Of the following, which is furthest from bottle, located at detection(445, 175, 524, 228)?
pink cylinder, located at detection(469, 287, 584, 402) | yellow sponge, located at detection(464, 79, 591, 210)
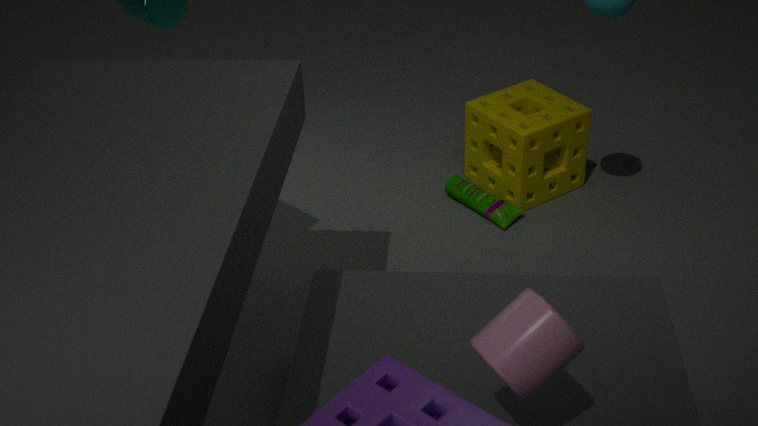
pink cylinder, located at detection(469, 287, 584, 402)
